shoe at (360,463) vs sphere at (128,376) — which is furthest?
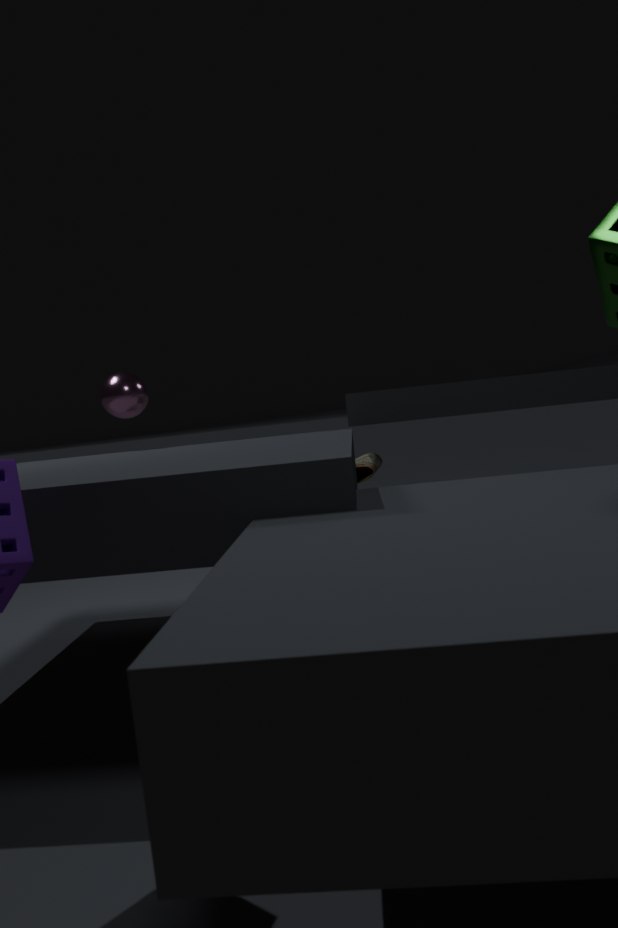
shoe at (360,463)
